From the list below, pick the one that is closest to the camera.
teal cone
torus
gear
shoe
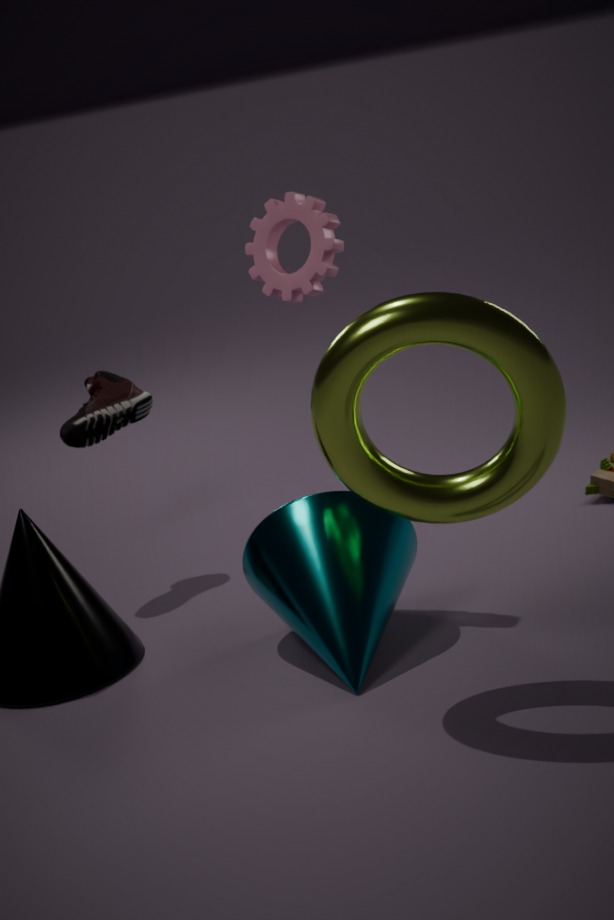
torus
